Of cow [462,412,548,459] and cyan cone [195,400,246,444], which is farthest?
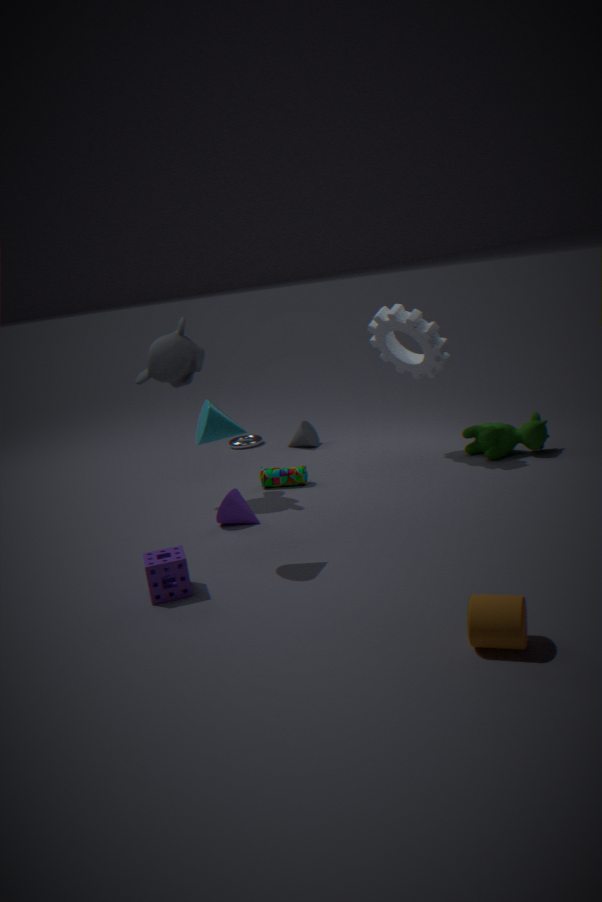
cow [462,412,548,459]
